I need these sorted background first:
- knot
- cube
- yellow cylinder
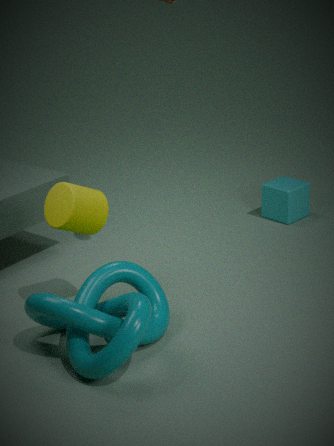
cube, yellow cylinder, knot
